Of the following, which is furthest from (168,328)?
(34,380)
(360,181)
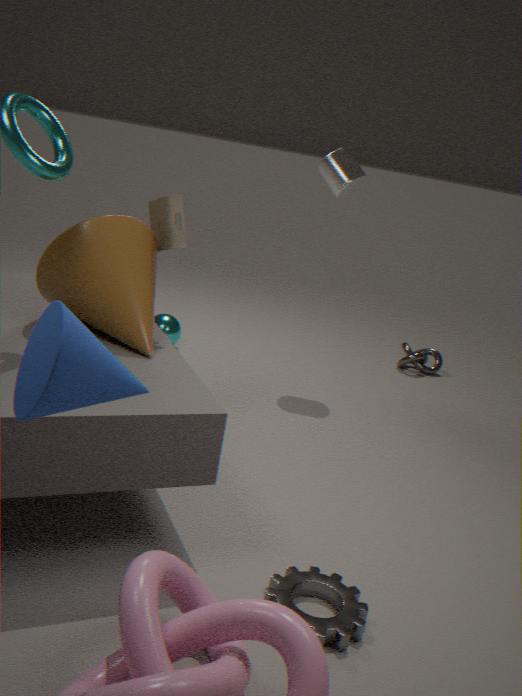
(34,380)
